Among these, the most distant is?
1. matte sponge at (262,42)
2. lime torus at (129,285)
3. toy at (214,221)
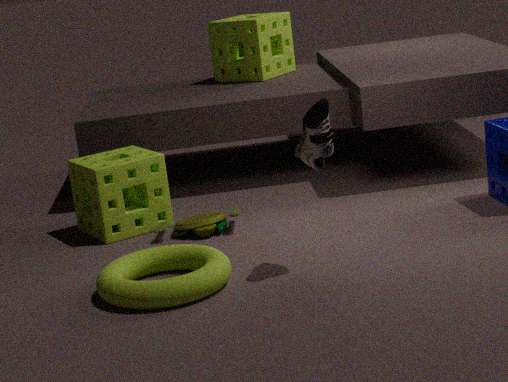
matte sponge at (262,42)
